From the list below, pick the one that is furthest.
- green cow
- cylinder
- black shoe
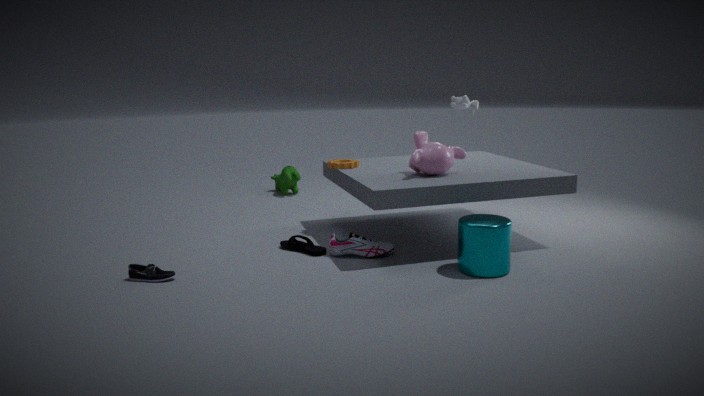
green cow
